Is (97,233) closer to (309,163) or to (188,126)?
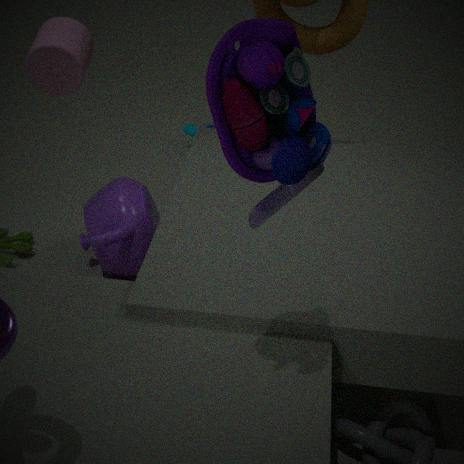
(188,126)
